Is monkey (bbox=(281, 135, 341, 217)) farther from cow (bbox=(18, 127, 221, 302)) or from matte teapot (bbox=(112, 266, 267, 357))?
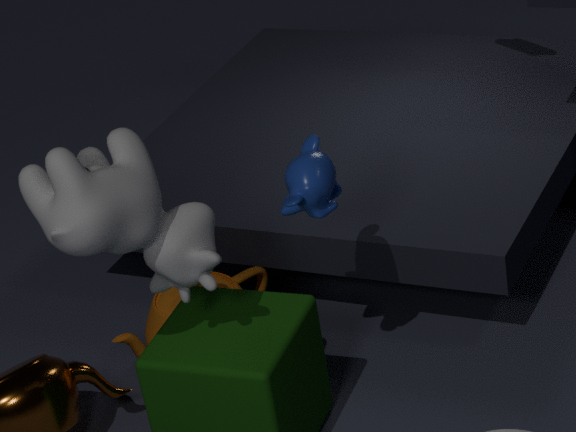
matte teapot (bbox=(112, 266, 267, 357))
